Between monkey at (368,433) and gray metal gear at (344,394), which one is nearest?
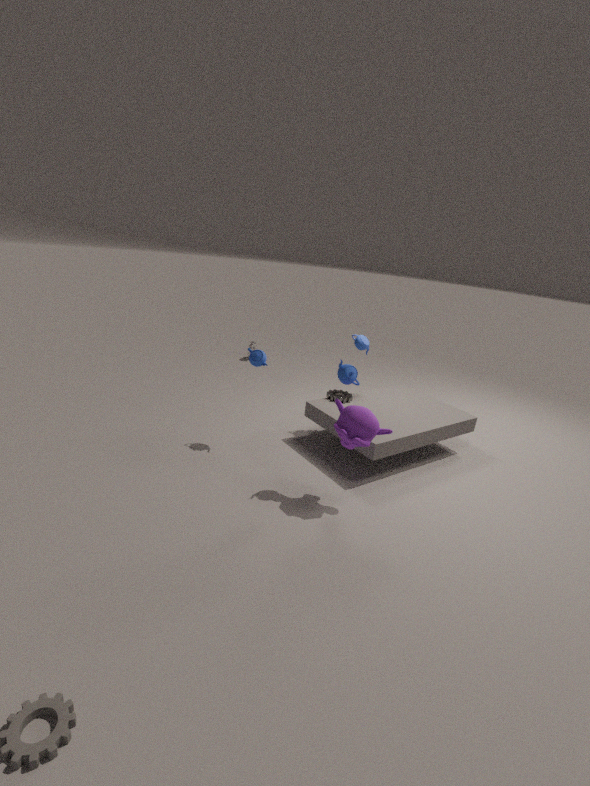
monkey at (368,433)
